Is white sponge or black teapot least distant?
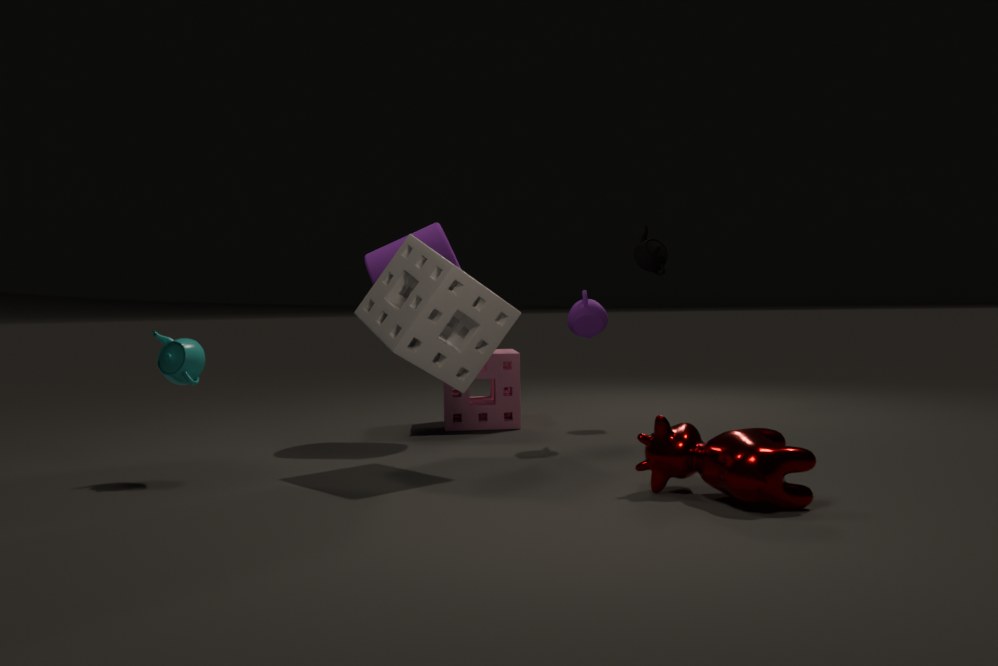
white sponge
